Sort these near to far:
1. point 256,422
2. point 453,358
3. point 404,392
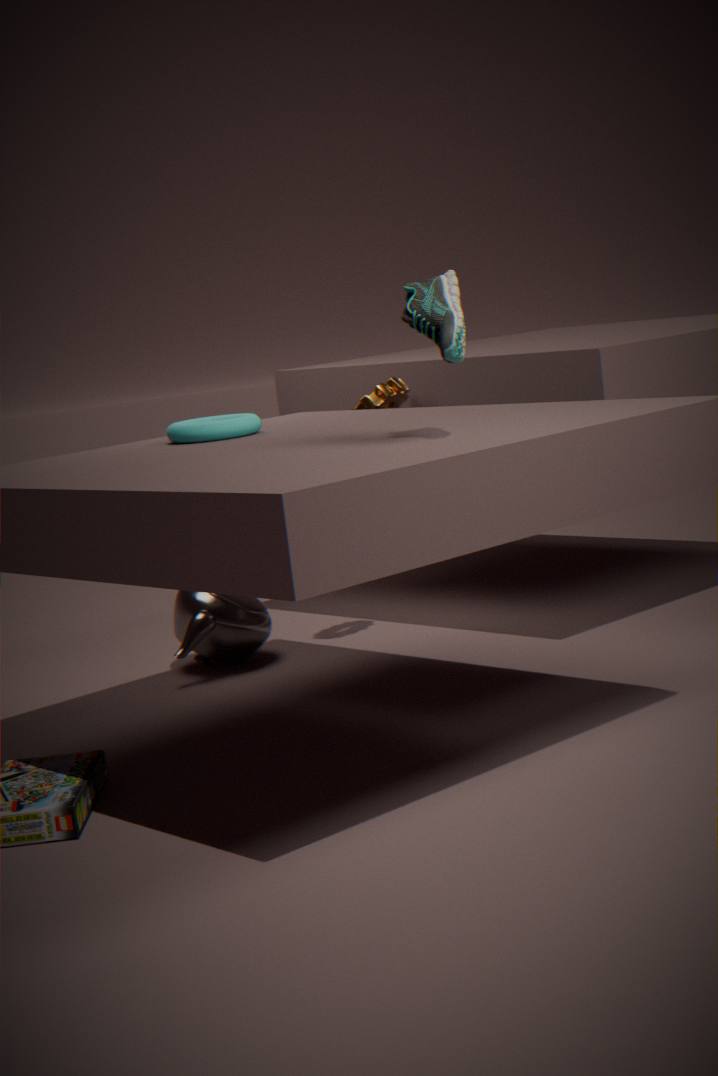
point 453,358 < point 256,422 < point 404,392
